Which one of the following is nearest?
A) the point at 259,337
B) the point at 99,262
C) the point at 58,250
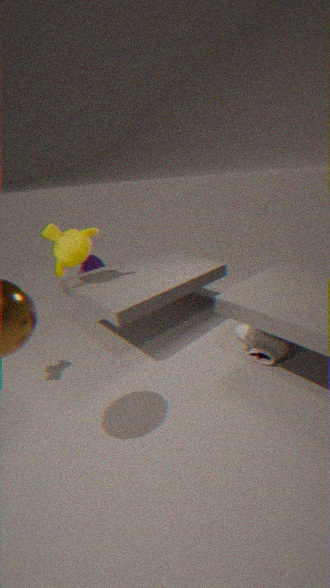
the point at 259,337
